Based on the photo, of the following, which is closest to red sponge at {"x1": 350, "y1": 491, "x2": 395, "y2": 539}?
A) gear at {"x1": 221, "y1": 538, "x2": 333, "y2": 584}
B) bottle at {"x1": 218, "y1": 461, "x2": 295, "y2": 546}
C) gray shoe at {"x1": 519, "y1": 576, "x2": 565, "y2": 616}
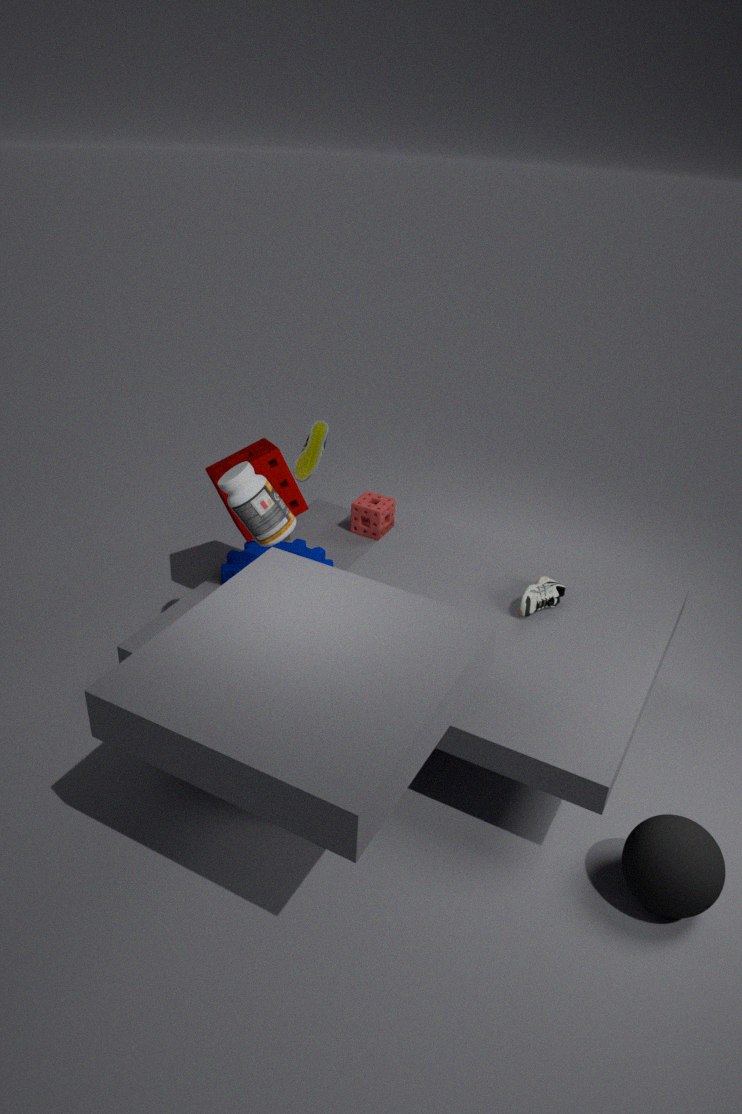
gear at {"x1": 221, "y1": 538, "x2": 333, "y2": 584}
